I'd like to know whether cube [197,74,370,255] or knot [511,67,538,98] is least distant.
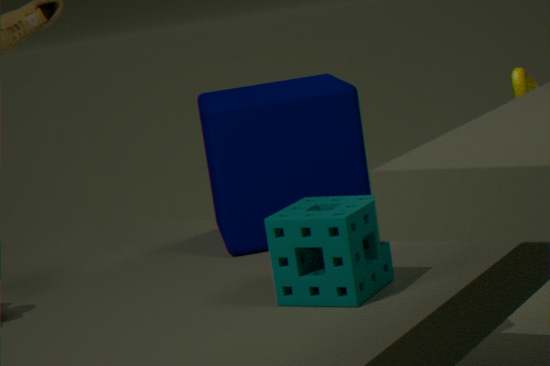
cube [197,74,370,255]
